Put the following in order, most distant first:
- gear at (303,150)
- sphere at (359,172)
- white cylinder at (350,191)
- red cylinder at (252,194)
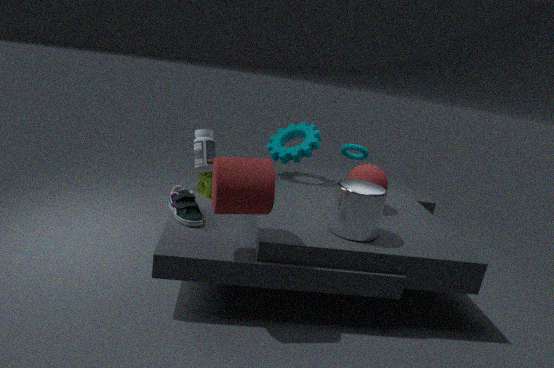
gear at (303,150)
sphere at (359,172)
white cylinder at (350,191)
red cylinder at (252,194)
